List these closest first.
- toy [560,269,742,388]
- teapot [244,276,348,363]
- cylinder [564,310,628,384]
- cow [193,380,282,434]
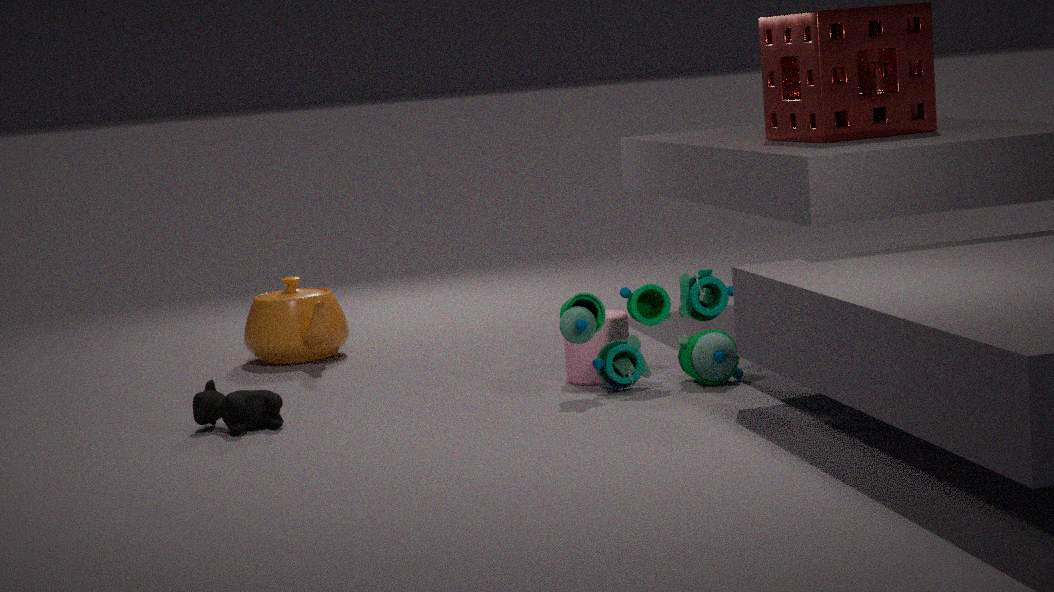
cow [193,380,282,434], toy [560,269,742,388], cylinder [564,310,628,384], teapot [244,276,348,363]
